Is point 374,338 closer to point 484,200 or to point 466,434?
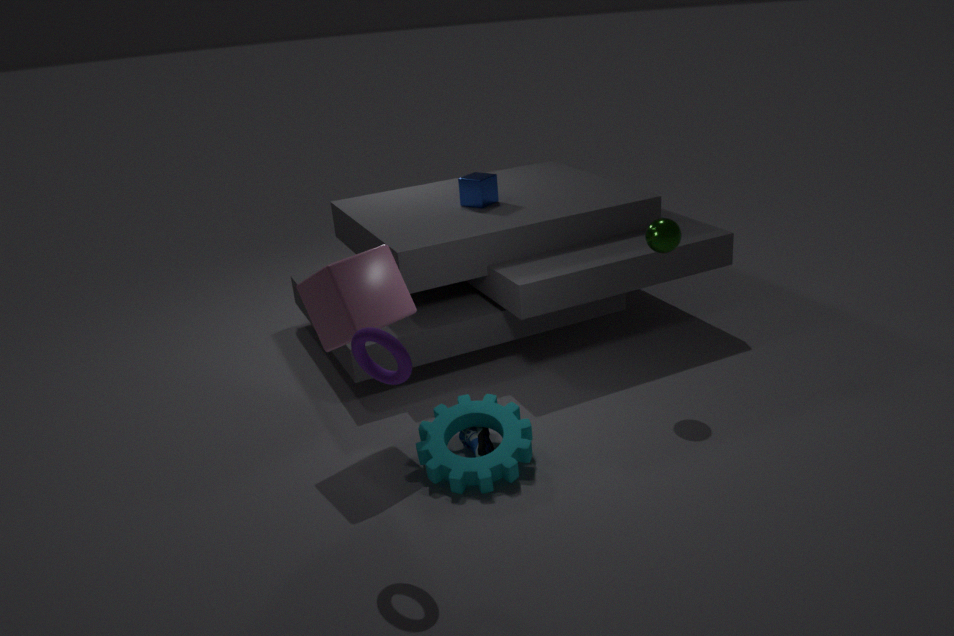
point 466,434
